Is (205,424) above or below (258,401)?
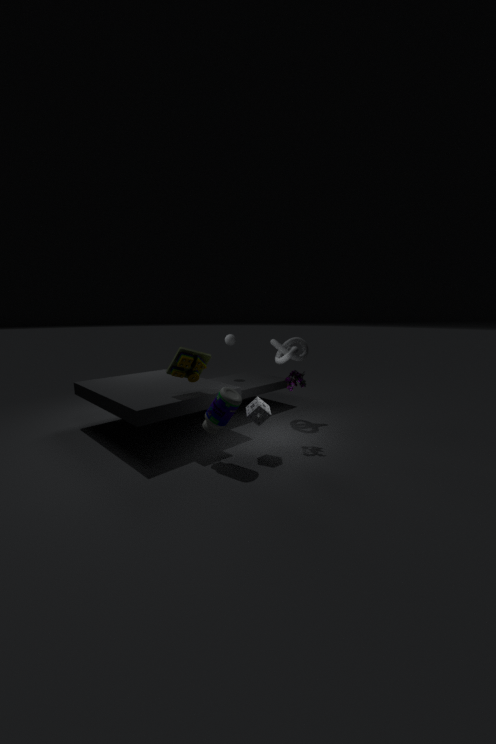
above
